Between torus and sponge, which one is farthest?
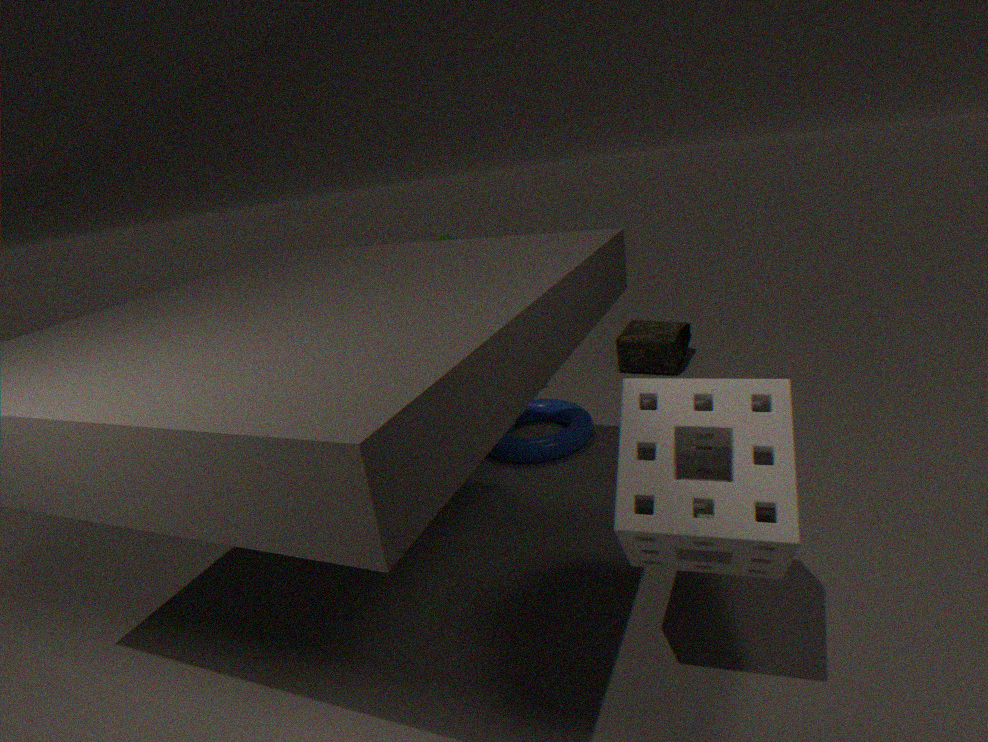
torus
